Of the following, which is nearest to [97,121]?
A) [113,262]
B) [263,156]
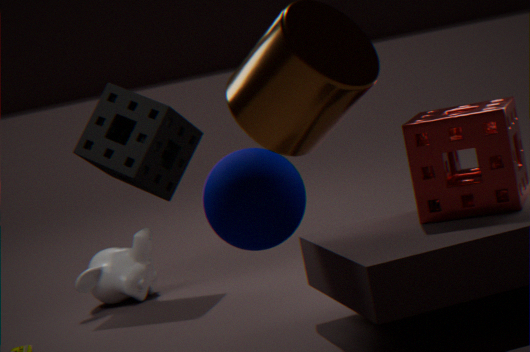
[113,262]
